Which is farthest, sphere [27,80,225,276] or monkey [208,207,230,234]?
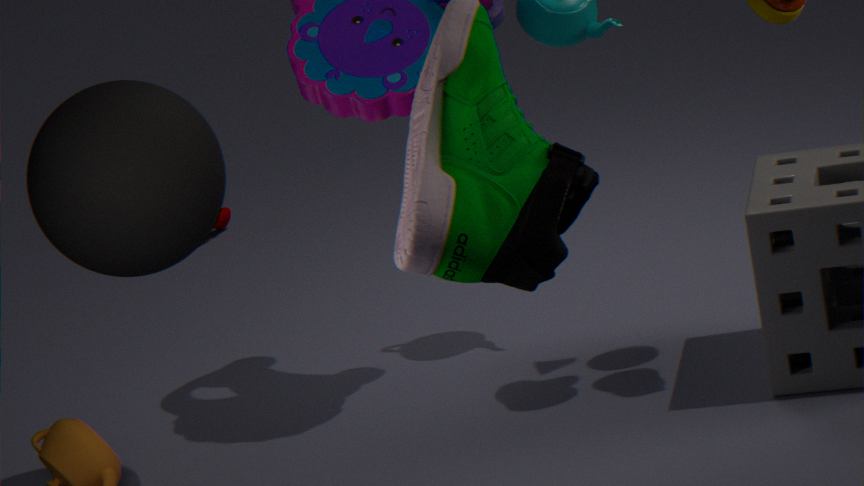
monkey [208,207,230,234]
